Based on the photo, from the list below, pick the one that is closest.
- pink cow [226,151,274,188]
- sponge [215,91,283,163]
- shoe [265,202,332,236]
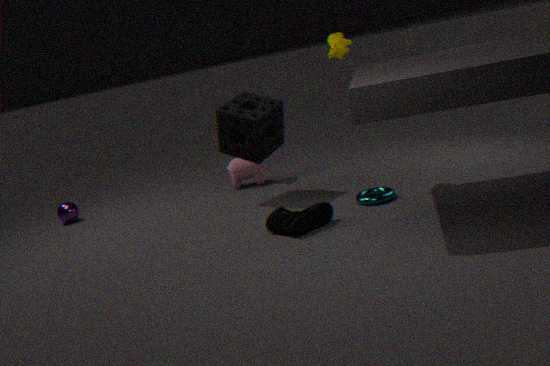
shoe [265,202,332,236]
